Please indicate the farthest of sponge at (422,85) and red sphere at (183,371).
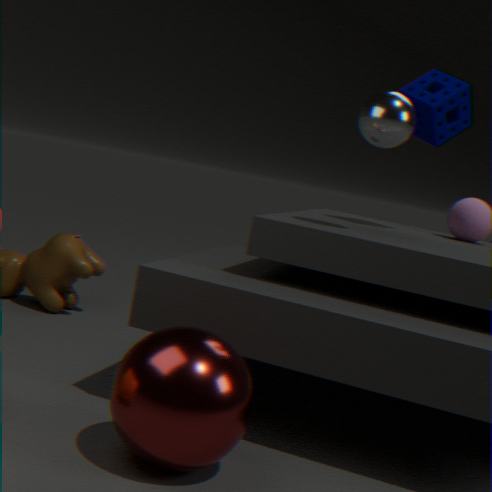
sponge at (422,85)
